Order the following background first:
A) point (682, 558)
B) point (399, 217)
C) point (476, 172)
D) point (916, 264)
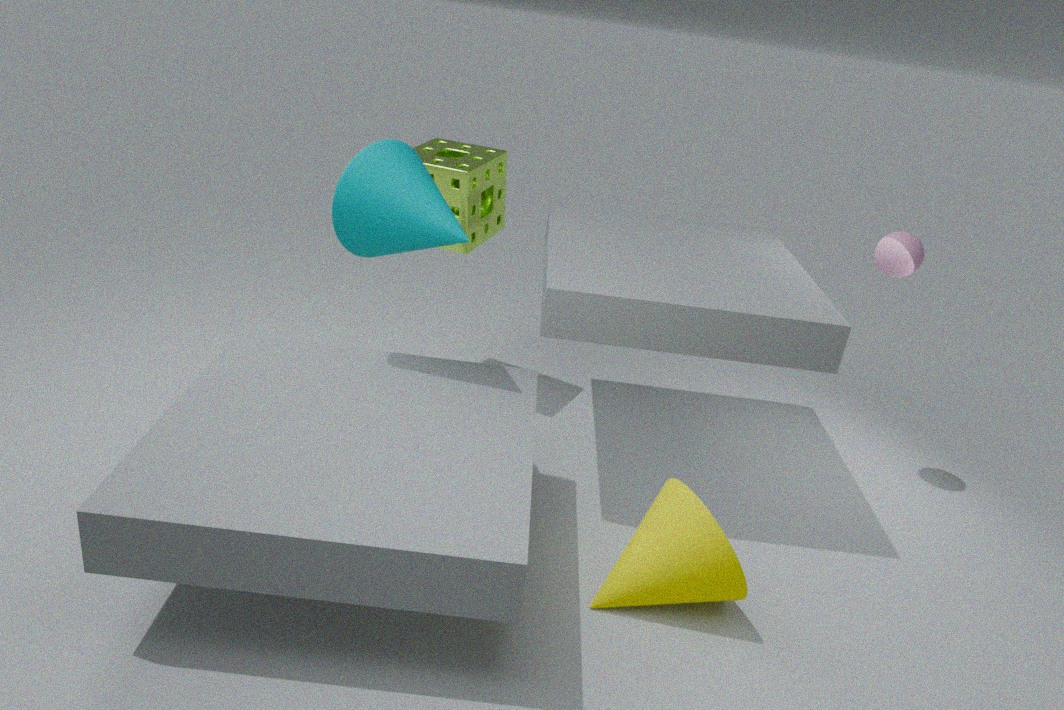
point (476, 172) < point (916, 264) < point (399, 217) < point (682, 558)
